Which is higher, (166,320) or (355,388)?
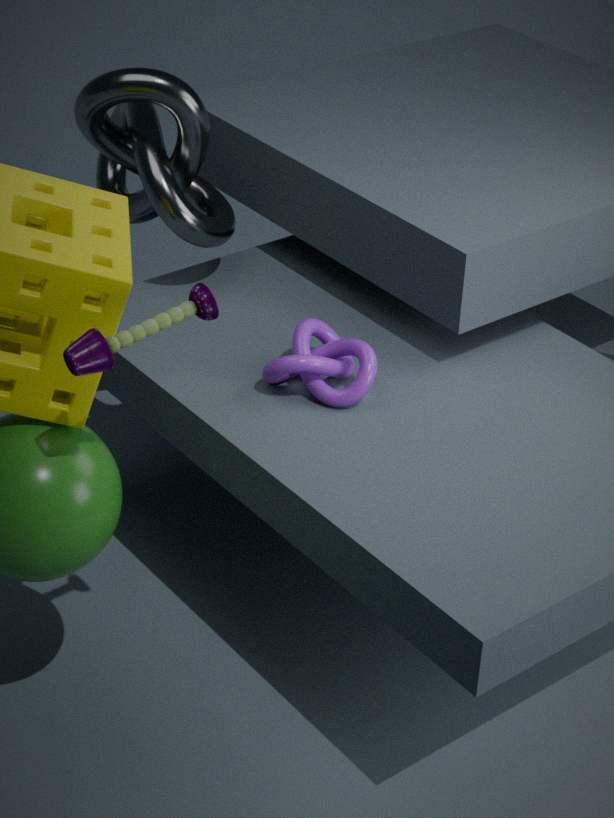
(166,320)
